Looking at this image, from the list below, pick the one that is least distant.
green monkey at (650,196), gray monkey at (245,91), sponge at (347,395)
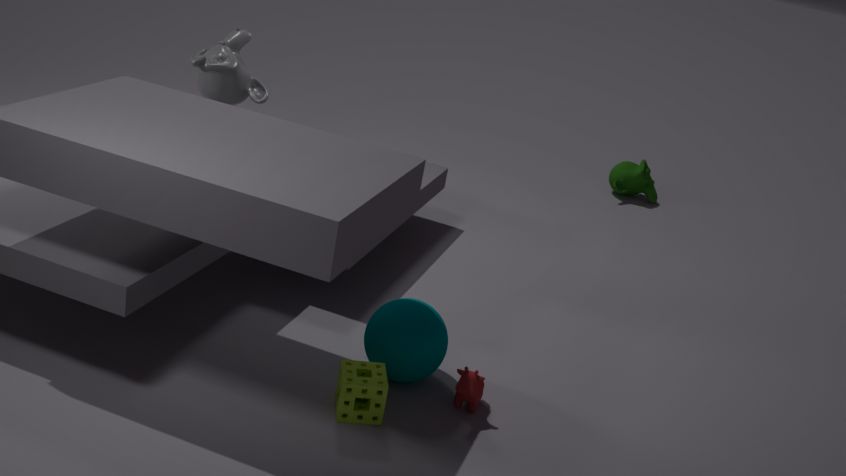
sponge at (347,395)
